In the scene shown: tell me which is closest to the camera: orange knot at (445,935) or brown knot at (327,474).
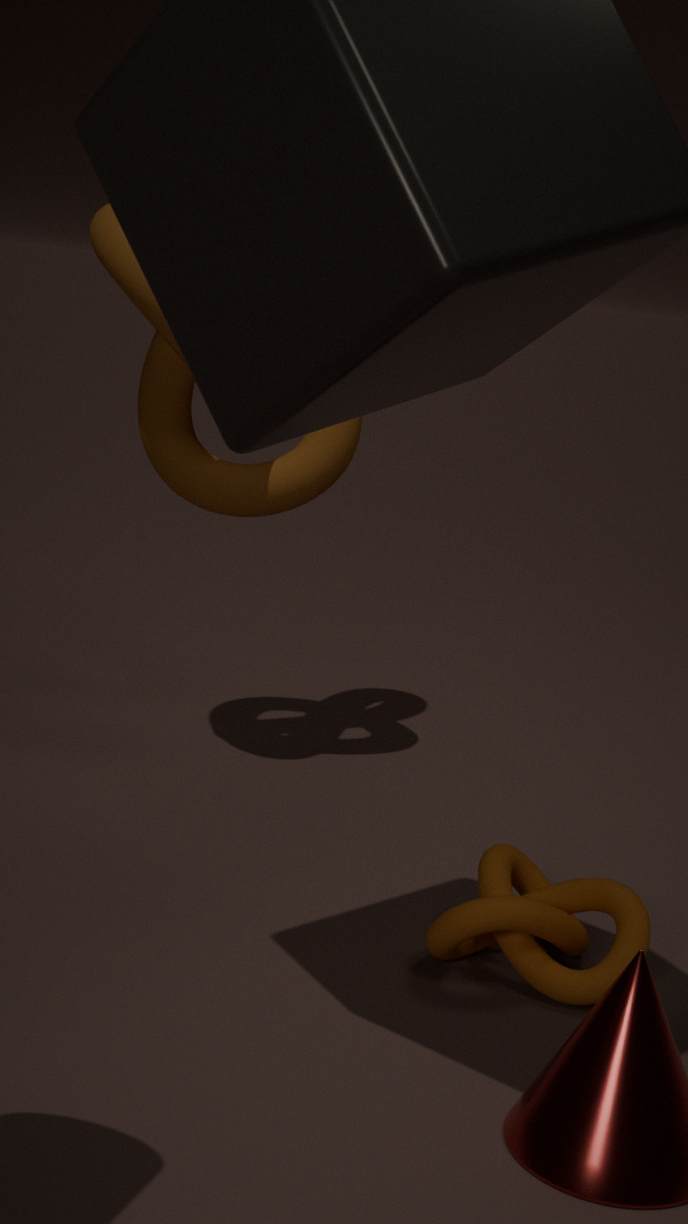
orange knot at (445,935)
